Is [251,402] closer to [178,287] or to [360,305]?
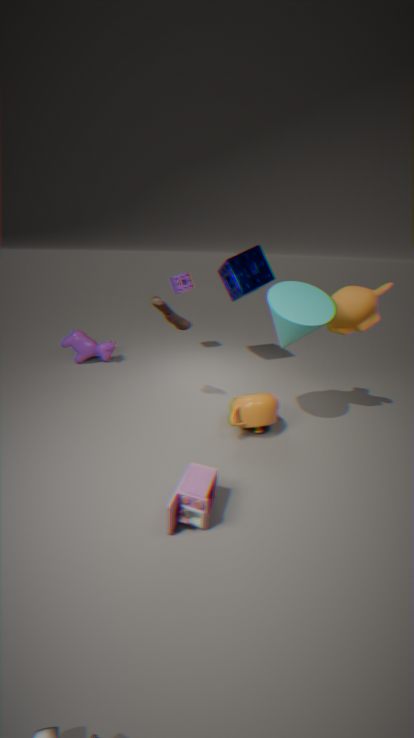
[360,305]
